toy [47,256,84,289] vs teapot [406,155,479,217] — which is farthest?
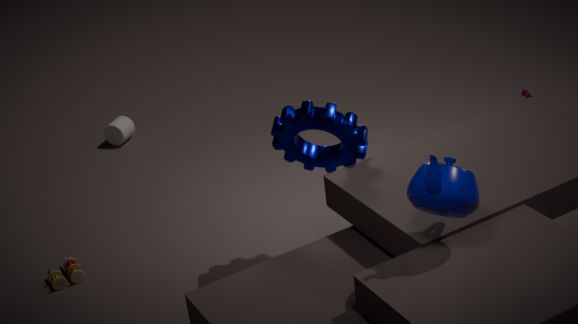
toy [47,256,84,289]
